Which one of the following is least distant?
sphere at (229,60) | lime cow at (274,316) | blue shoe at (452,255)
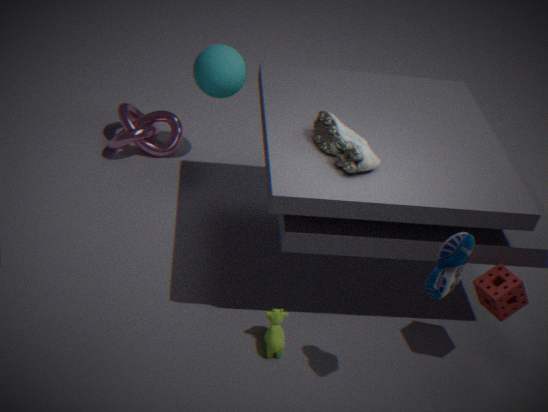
blue shoe at (452,255)
